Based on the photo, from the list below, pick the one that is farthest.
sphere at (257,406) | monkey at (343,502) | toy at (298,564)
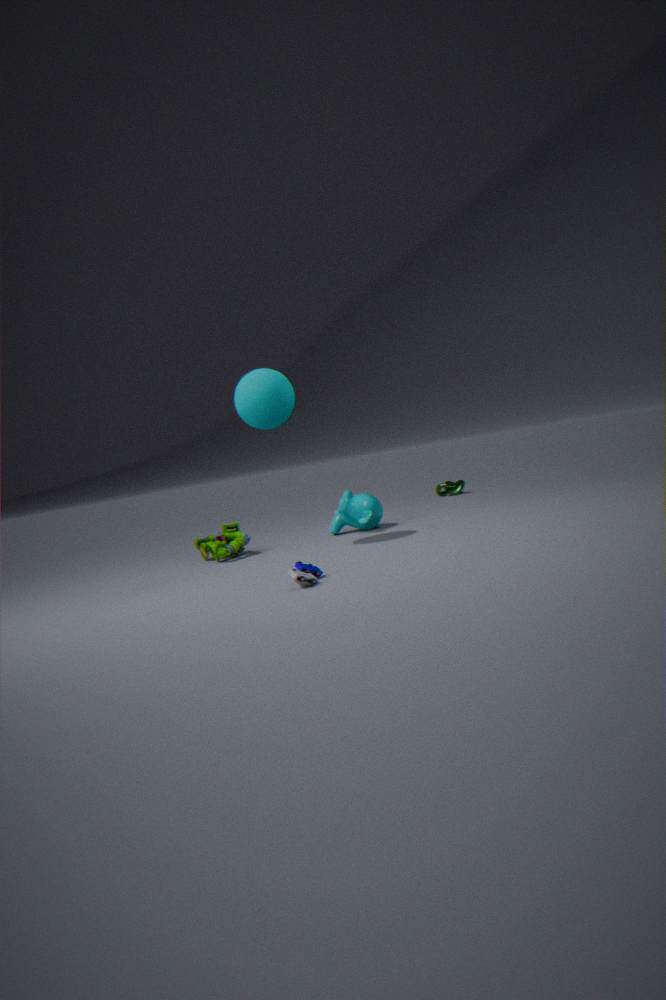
A: monkey at (343,502)
